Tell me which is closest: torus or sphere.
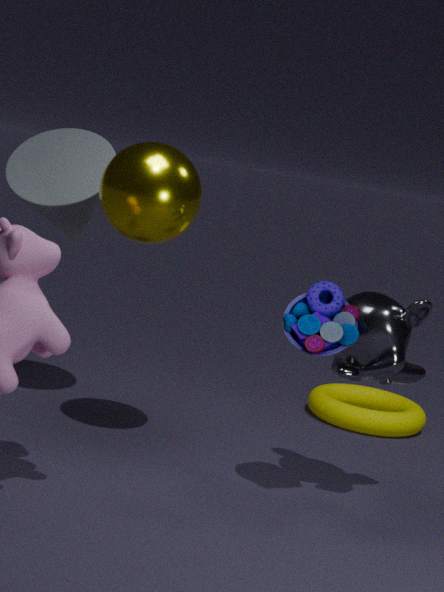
sphere
